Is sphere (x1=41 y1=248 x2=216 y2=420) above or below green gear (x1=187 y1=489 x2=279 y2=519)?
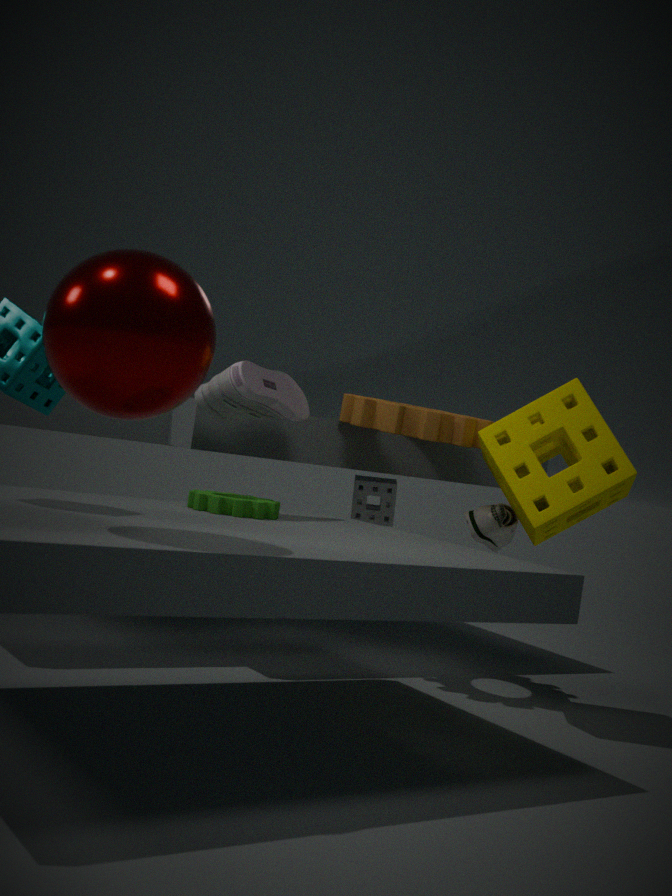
above
